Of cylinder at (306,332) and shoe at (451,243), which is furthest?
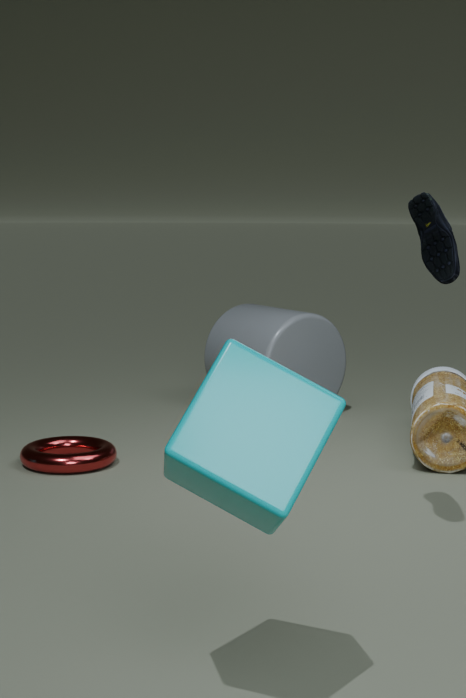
cylinder at (306,332)
